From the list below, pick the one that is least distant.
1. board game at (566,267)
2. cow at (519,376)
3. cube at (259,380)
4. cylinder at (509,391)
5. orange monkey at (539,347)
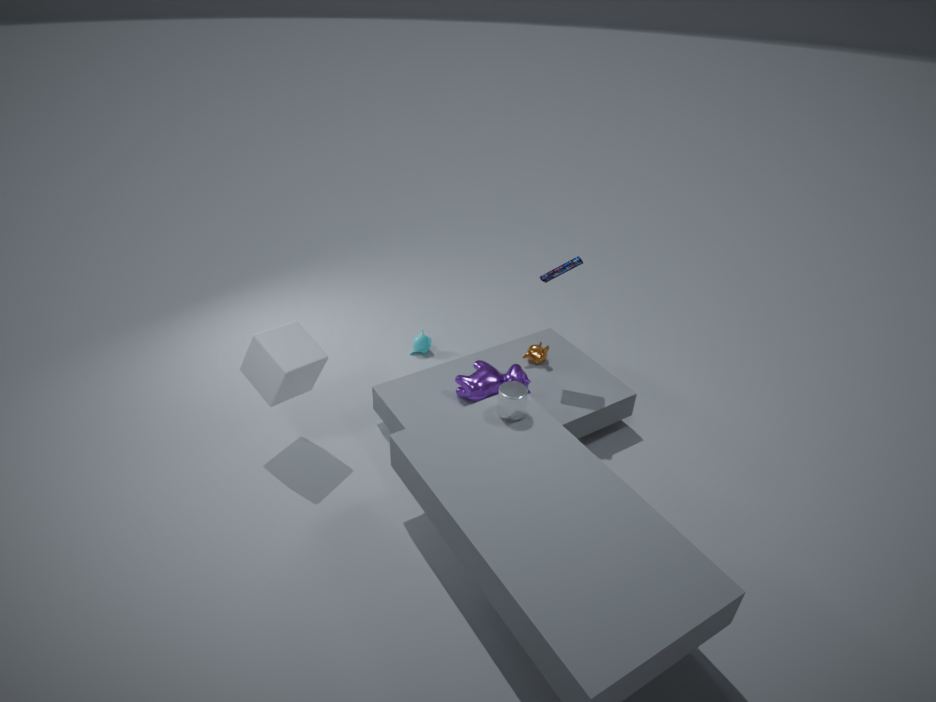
cylinder at (509,391)
